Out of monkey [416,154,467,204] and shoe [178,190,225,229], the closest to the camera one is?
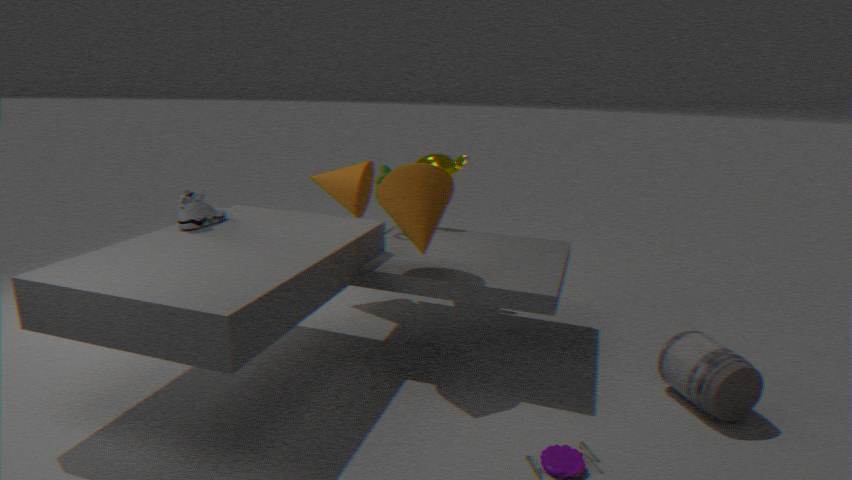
shoe [178,190,225,229]
